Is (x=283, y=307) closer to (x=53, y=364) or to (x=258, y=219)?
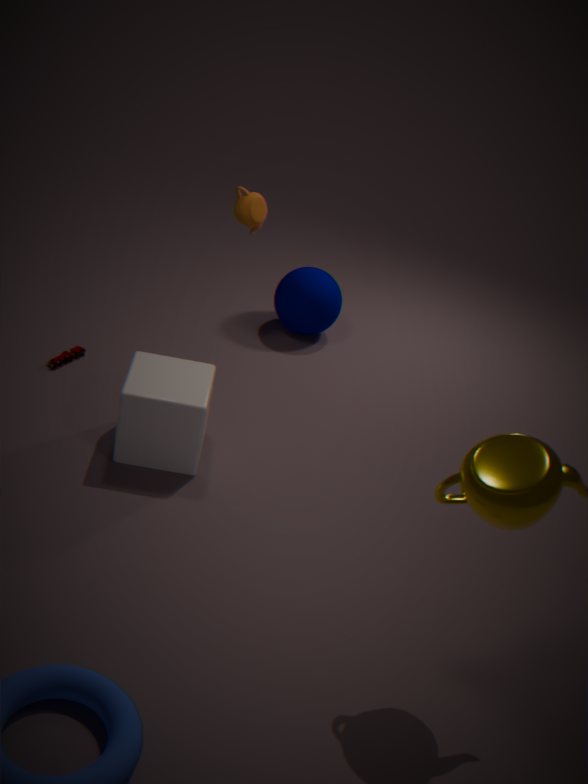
(x=258, y=219)
